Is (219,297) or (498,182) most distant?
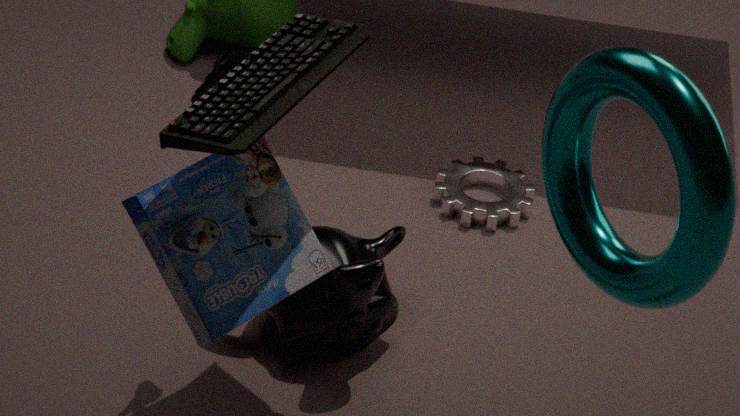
(498,182)
